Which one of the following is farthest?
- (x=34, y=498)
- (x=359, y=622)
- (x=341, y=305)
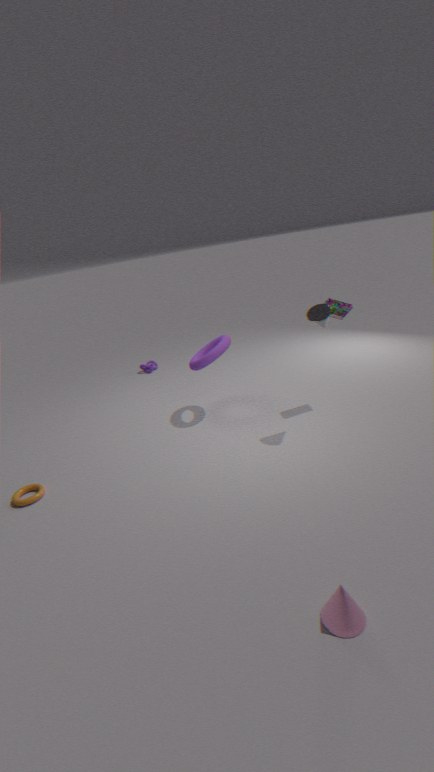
(x=341, y=305)
